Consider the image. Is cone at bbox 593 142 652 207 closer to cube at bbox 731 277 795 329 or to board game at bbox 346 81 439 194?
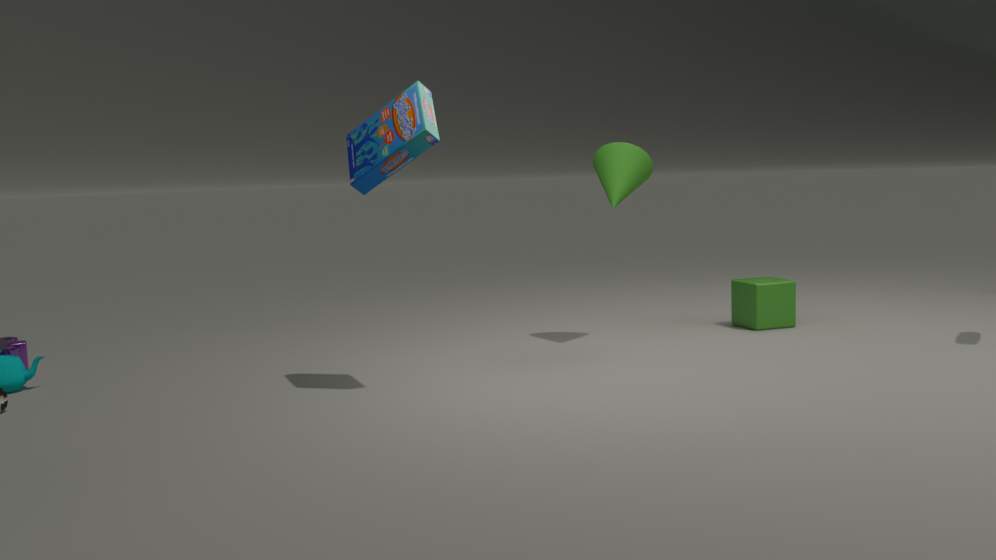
cube at bbox 731 277 795 329
